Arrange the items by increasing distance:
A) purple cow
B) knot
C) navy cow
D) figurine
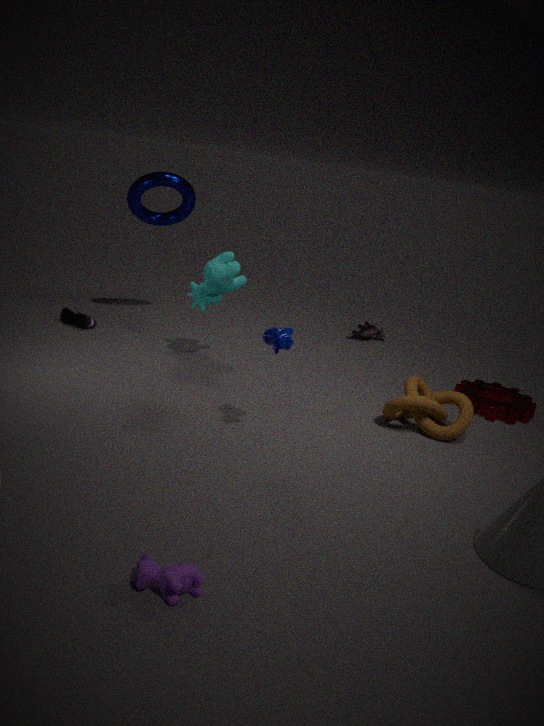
1. purple cow
2. navy cow
3. knot
4. figurine
